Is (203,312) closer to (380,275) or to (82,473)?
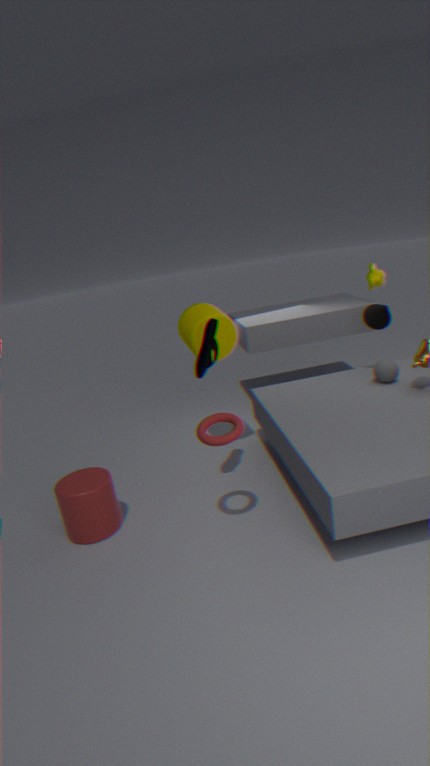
(82,473)
